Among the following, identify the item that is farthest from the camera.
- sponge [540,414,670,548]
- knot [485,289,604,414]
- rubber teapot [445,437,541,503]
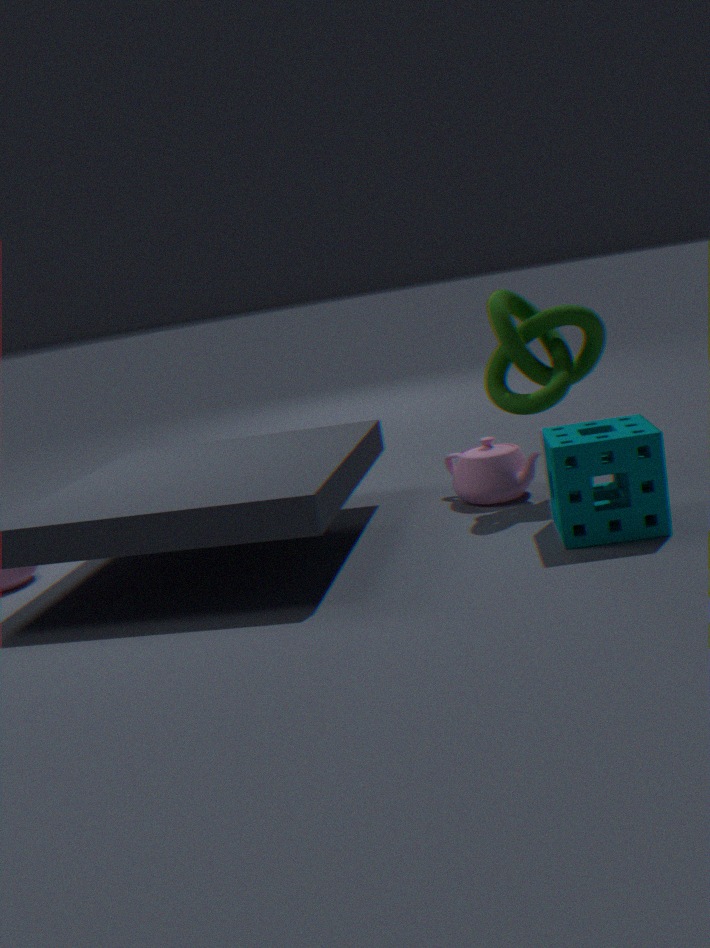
rubber teapot [445,437,541,503]
